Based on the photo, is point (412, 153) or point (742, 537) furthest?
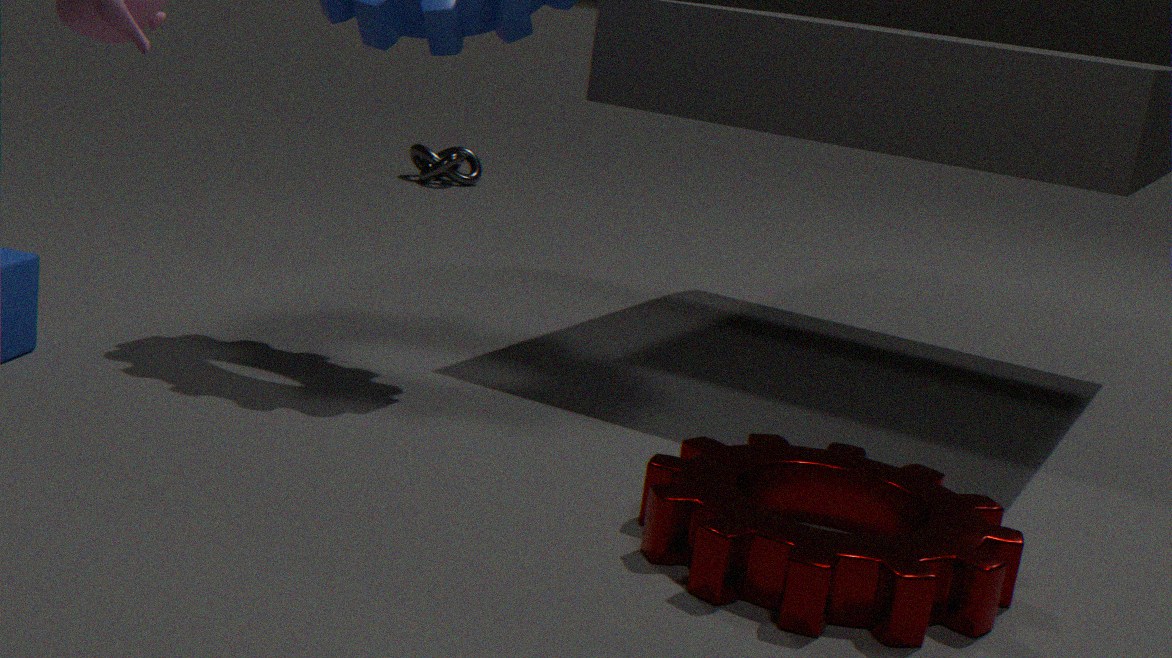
point (412, 153)
